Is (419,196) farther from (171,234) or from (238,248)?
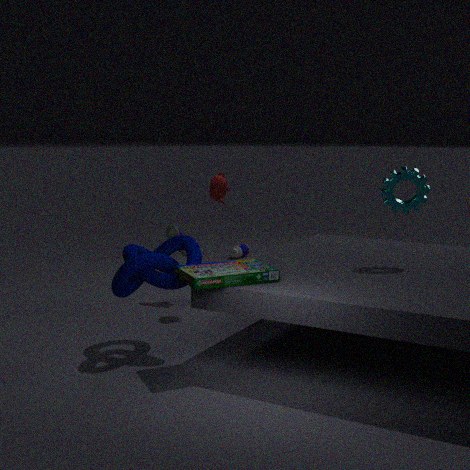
(238,248)
